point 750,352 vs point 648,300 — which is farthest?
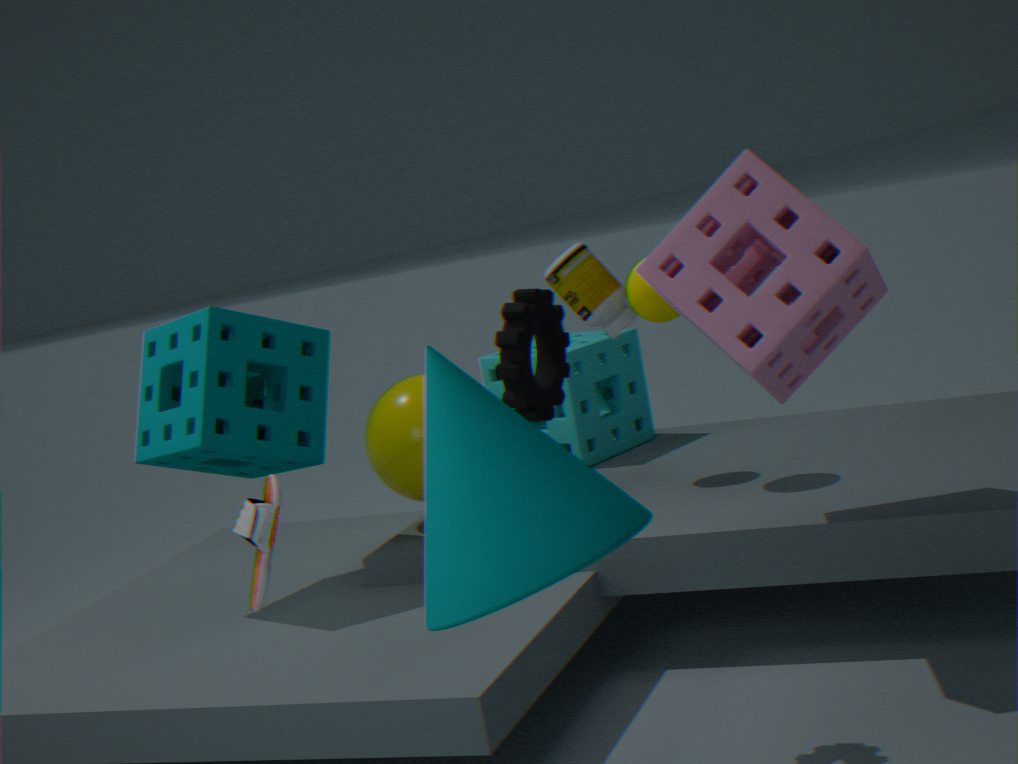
point 648,300
